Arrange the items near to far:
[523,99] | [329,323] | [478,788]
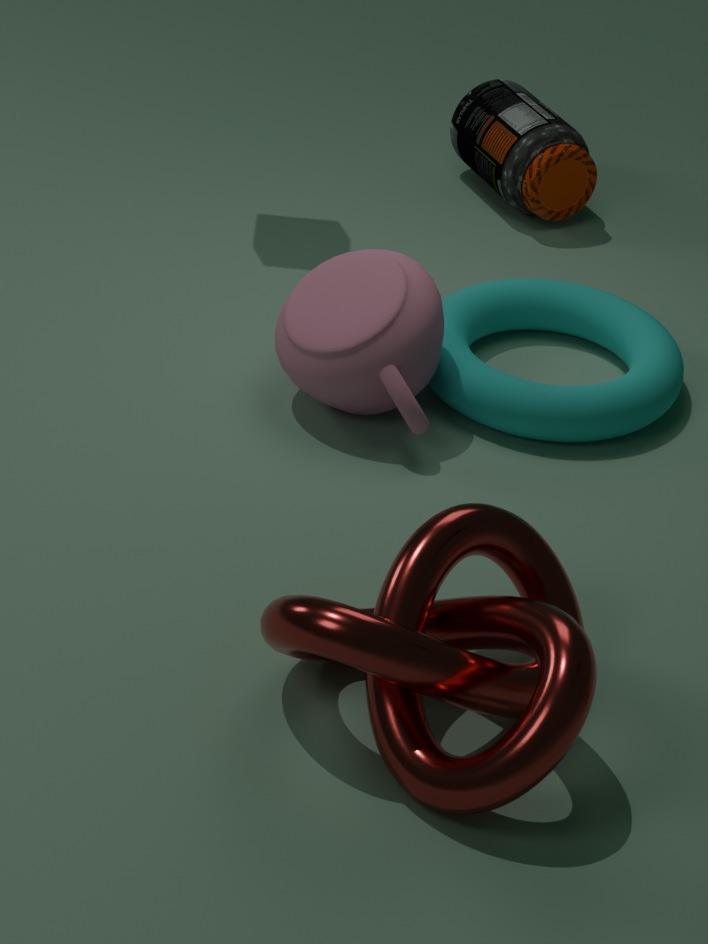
1. [478,788]
2. [329,323]
3. [523,99]
